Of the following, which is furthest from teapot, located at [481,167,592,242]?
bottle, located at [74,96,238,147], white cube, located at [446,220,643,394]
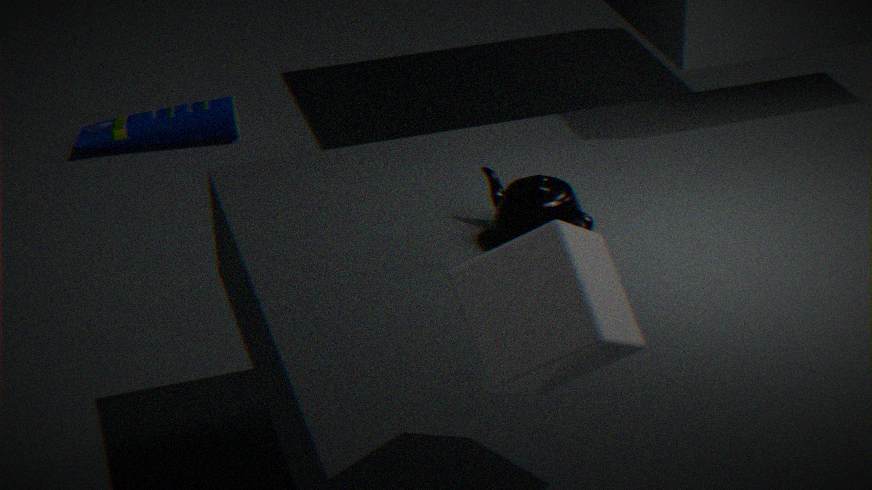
bottle, located at [74,96,238,147]
